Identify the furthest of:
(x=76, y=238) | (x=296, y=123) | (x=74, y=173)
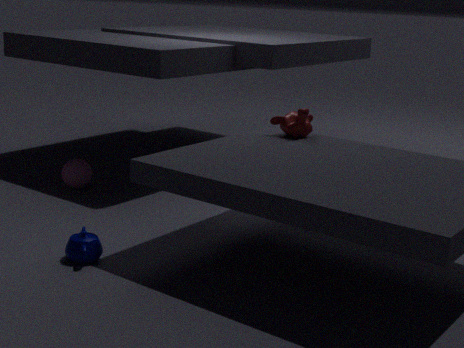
(x=74, y=173)
